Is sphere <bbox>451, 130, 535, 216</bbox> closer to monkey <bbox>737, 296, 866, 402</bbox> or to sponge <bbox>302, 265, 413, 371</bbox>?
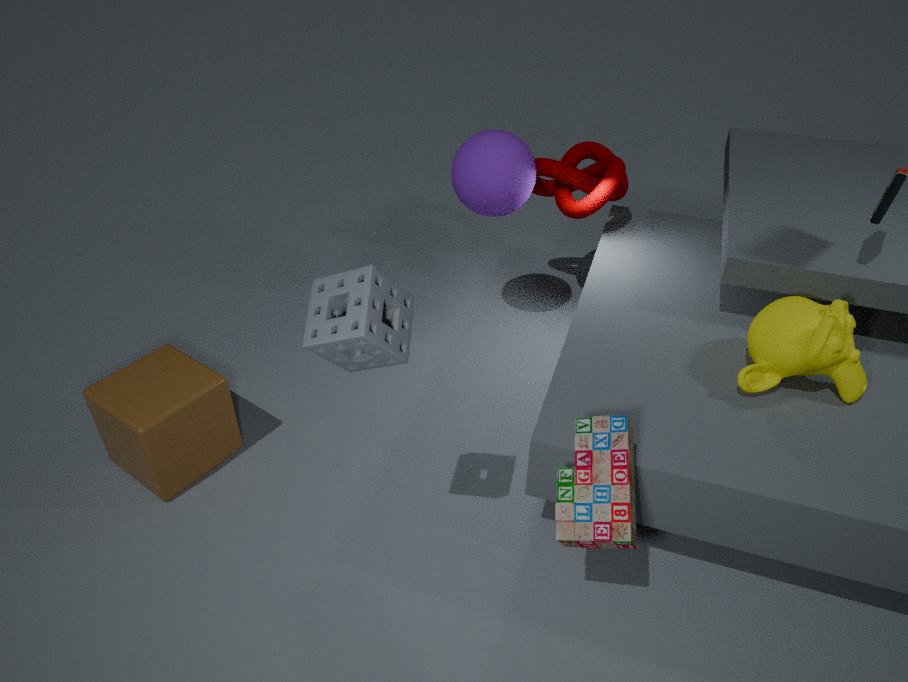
monkey <bbox>737, 296, 866, 402</bbox>
